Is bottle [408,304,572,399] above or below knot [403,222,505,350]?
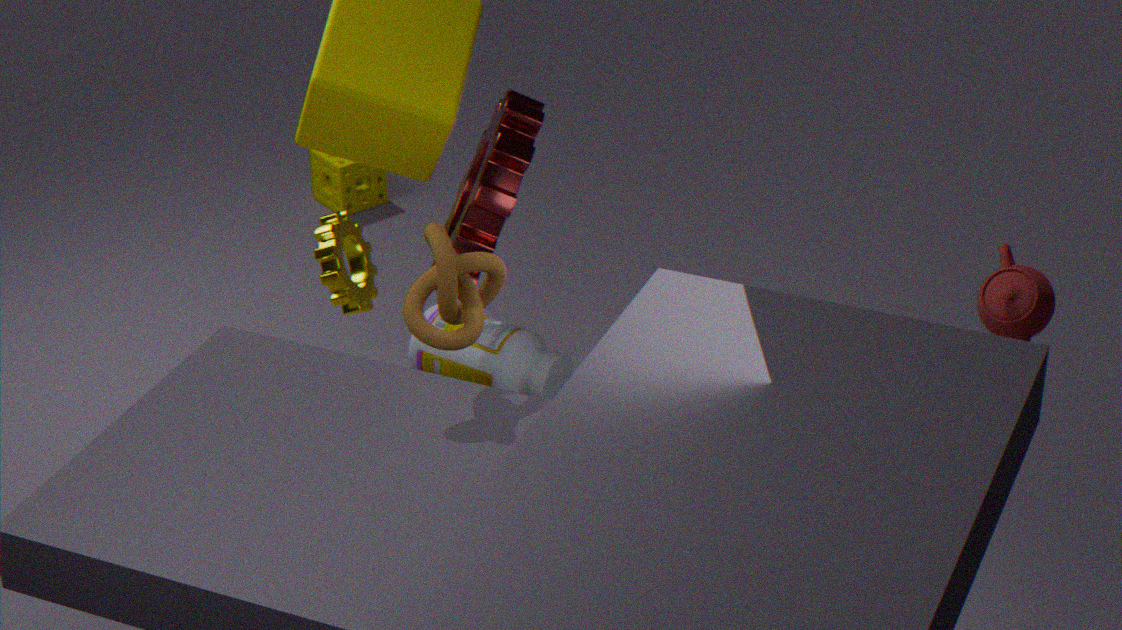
below
